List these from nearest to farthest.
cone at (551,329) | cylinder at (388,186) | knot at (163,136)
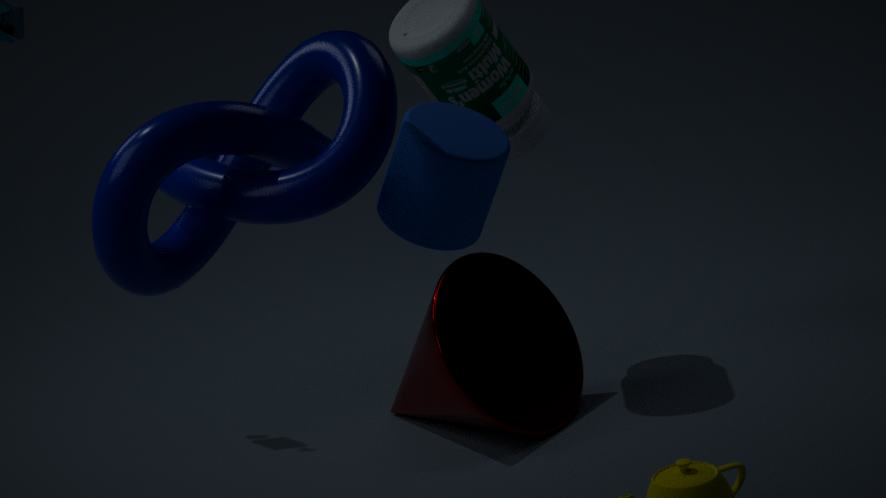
knot at (163,136)
cylinder at (388,186)
cone at (551,329)
